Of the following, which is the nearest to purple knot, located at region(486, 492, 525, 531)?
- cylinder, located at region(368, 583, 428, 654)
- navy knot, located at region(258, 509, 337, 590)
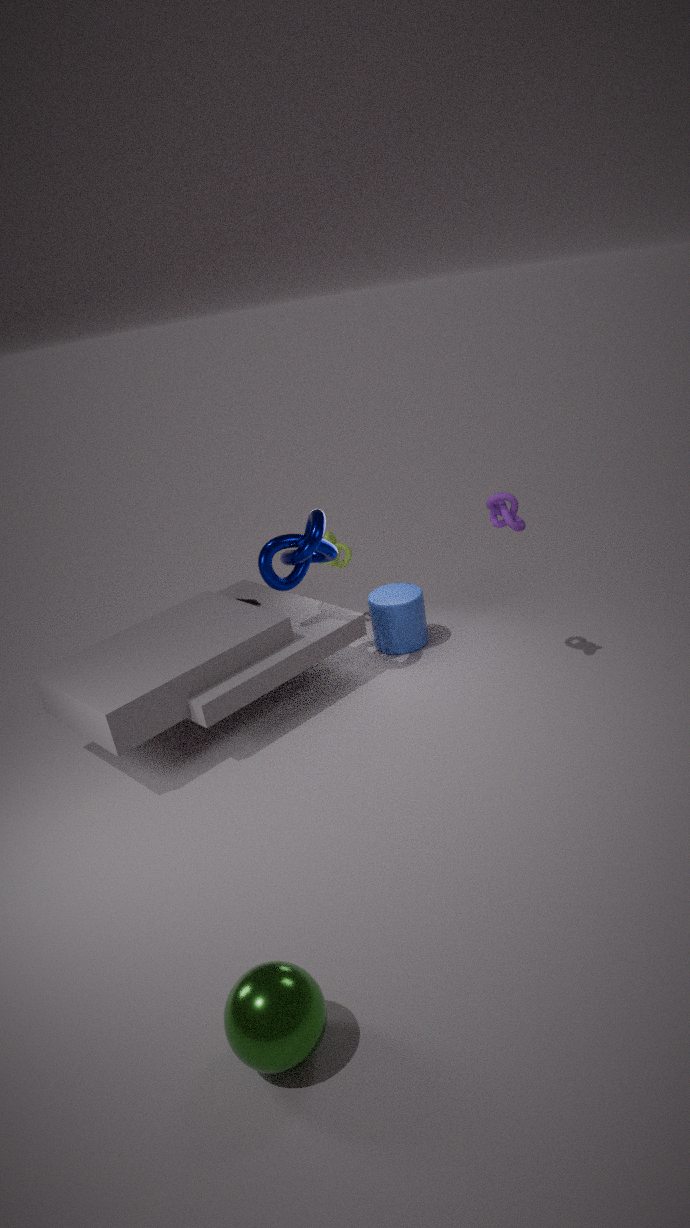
cylinder, located at region(368, 583, 428, 654)
